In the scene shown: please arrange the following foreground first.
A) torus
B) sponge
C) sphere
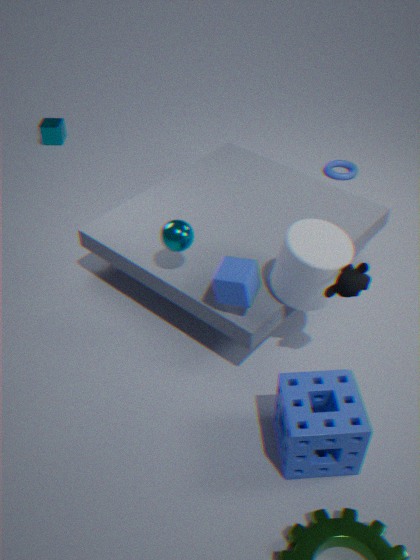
sponge
sphere
torus
